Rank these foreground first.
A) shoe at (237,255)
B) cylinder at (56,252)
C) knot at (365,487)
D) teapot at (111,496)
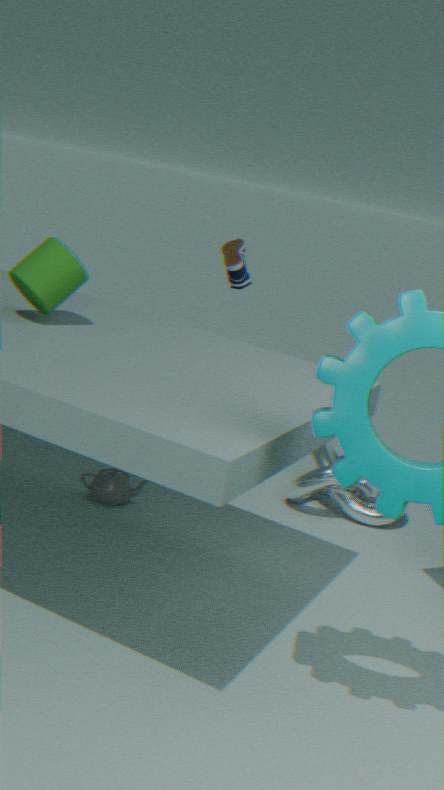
cylinder at (56,252) → teapot at (111,496) → knot at (365,487) → shoe at (237,255)
